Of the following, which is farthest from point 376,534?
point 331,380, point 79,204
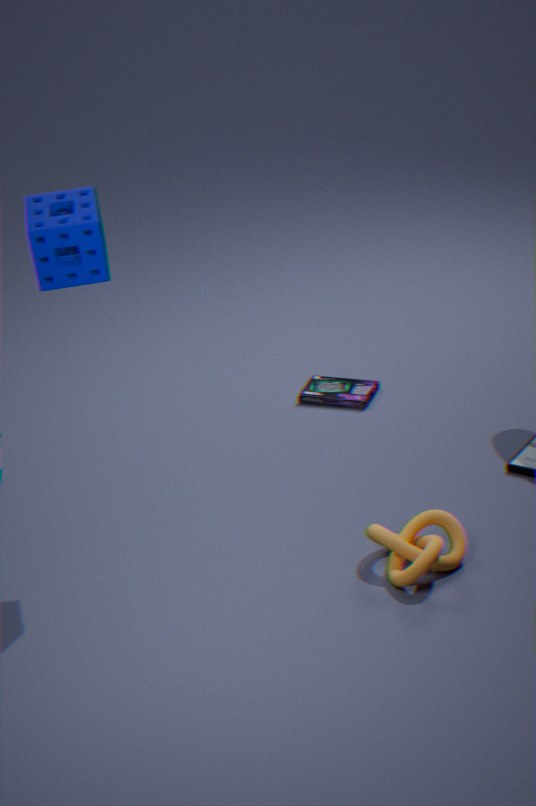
point 79,204
